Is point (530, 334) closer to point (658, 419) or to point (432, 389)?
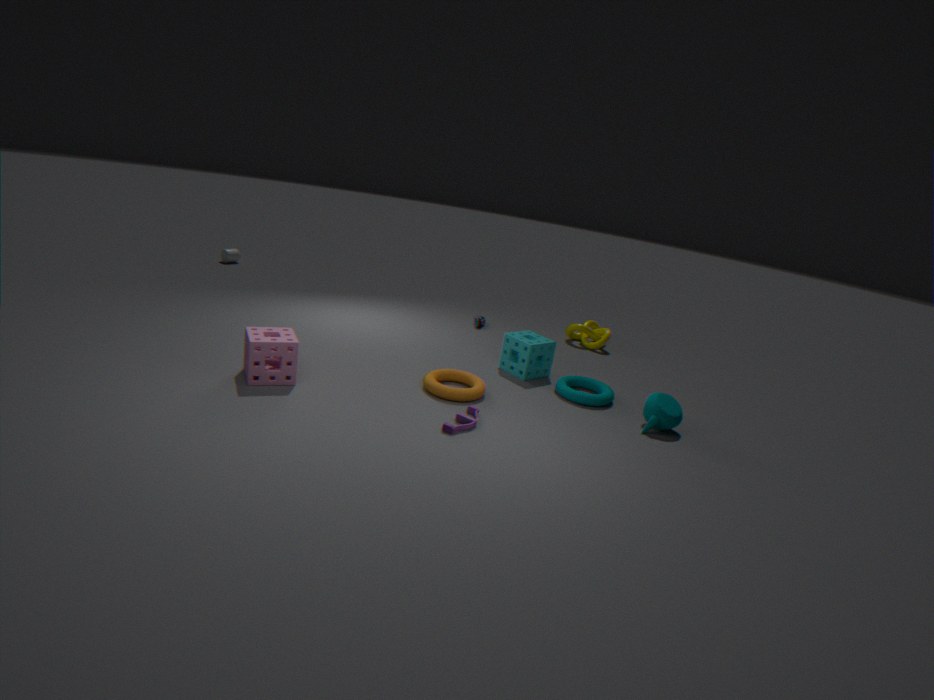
point (432, 389)
